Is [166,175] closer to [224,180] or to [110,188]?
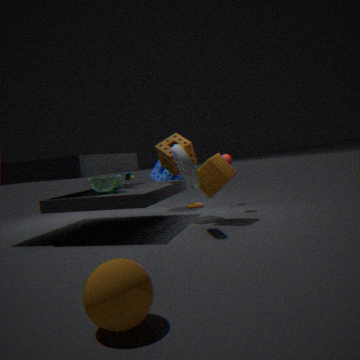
[224,180]
